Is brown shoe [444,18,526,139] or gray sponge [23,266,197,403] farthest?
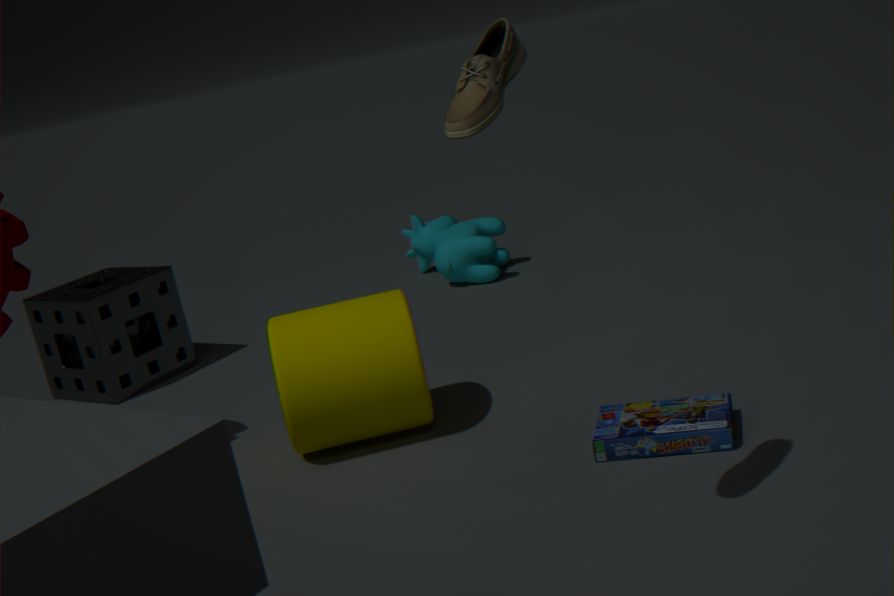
gray sponge [23,266,197,403]
